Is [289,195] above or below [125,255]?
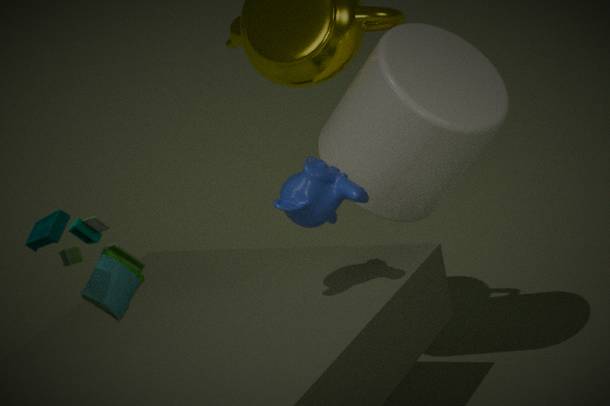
below
